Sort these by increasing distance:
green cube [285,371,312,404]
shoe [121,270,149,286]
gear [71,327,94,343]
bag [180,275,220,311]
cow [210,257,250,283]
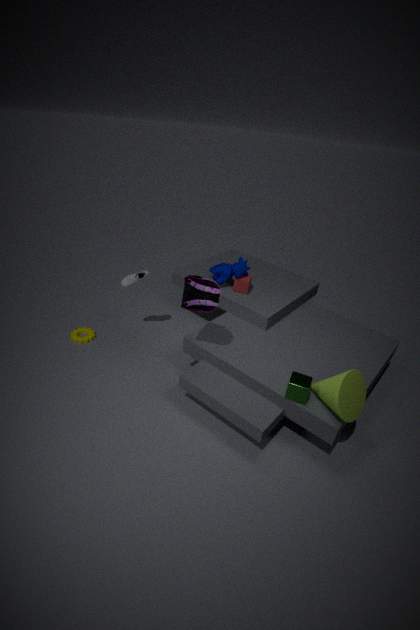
green cube [285,371,312,404] < bag [180,275,220,311] < shoe [121,270,149,286] < cow [210,257,250,283] < gear [71,327,94,343]
